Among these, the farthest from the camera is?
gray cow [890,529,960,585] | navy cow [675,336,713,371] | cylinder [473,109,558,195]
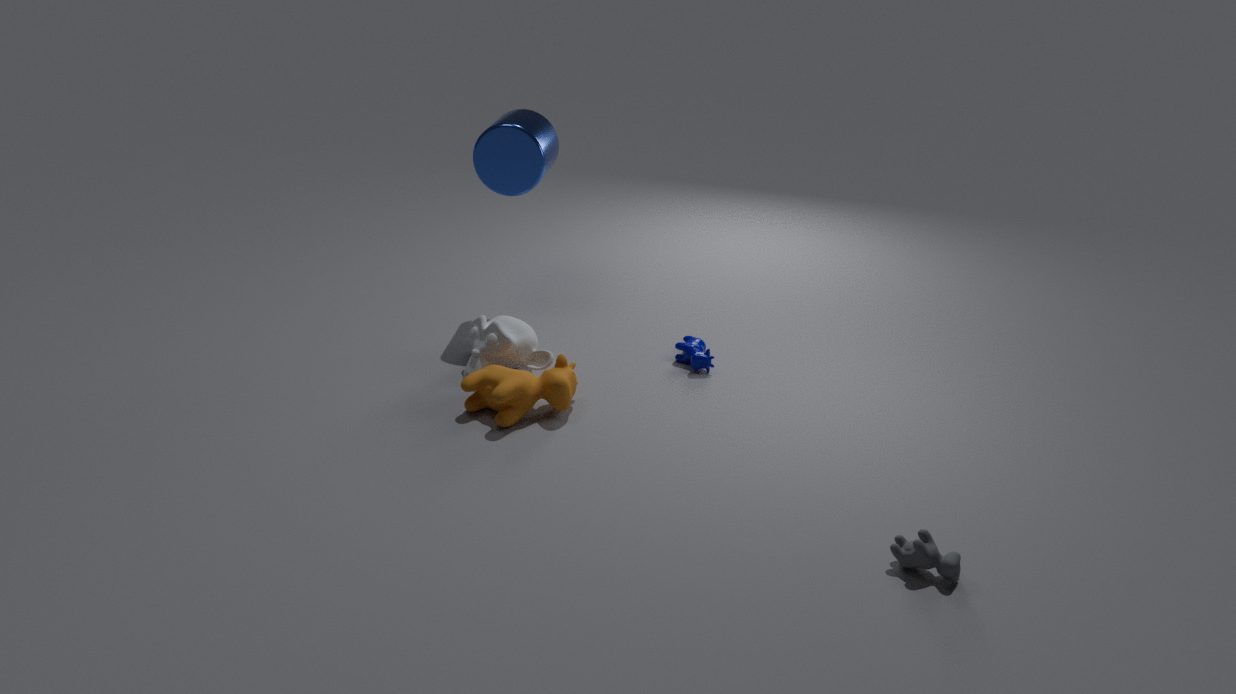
cylinder [473,109,558,195]
